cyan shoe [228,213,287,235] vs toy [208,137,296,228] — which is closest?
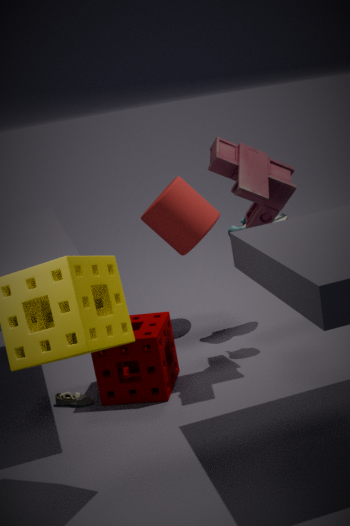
toy [208,137,296,228]
